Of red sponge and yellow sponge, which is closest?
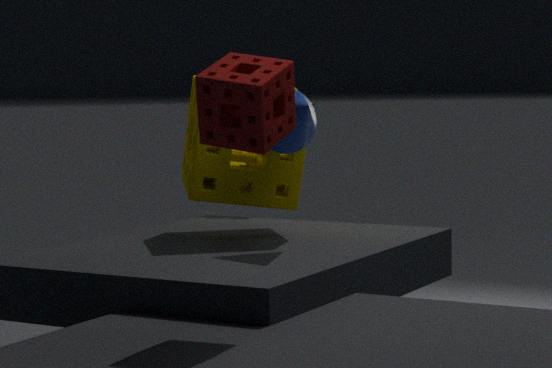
red sponge
